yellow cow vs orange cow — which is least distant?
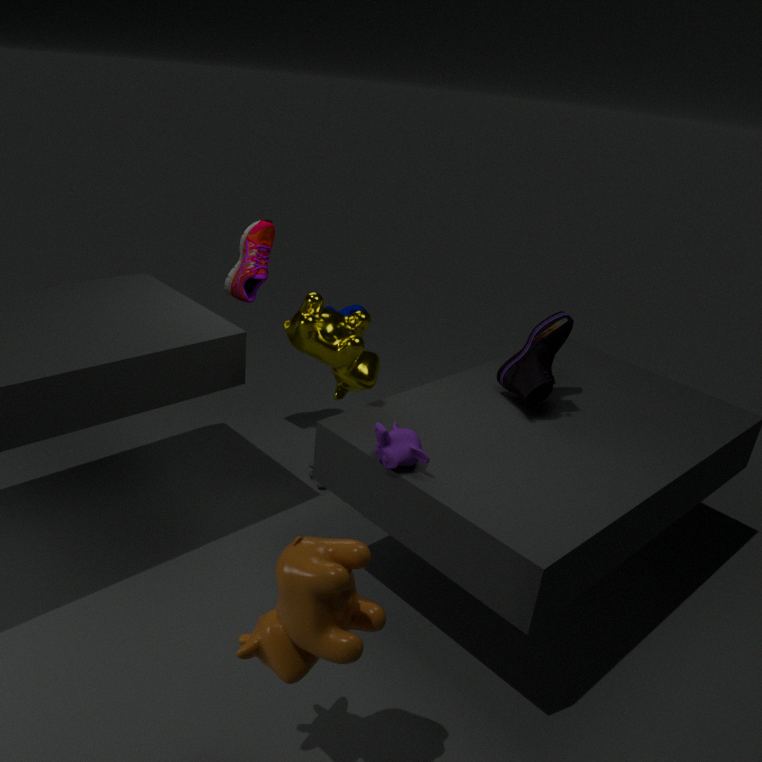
orange cow
